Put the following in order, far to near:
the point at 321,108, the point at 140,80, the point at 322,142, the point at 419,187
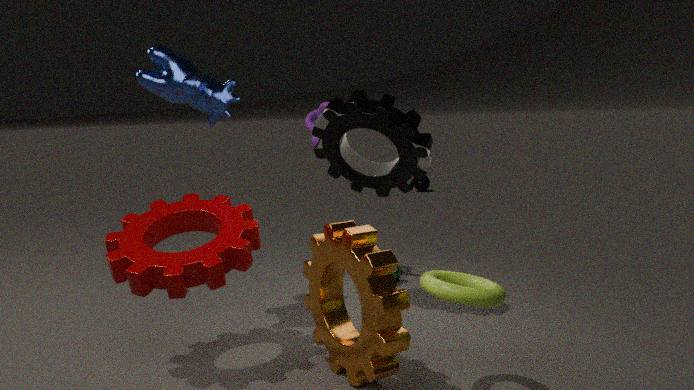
the point at 419,187, the point at 321,108, the point at 322,142, the point at 140,80
